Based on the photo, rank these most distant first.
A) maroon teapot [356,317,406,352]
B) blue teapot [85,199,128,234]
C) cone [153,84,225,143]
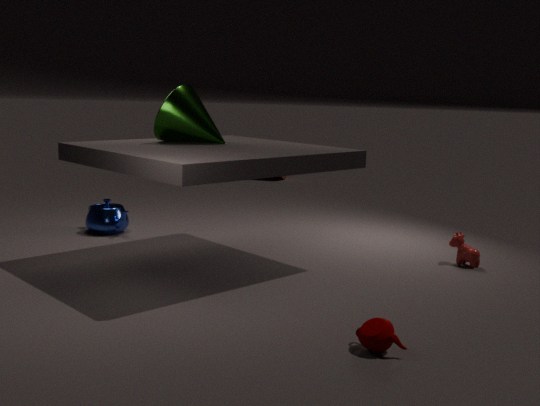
blue teapot [85,199,128,234], cone [153,84,225,143], maroon teapot [356,317,406,352]
